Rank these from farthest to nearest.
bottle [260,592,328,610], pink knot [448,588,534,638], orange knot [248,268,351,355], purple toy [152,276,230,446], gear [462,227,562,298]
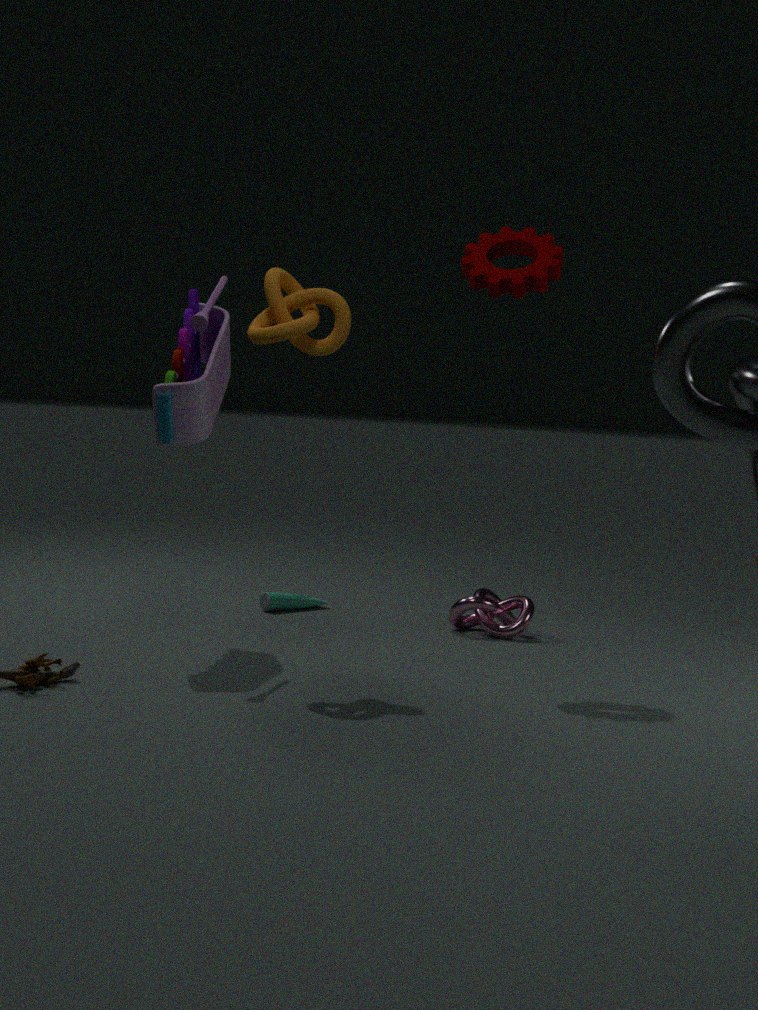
bottle [260,592,328,610] → pink knot [448,588,534,638] → gear [462,227,562,298] → purple toy [152,276,230,446] → orange knot [248,268,351,355]
